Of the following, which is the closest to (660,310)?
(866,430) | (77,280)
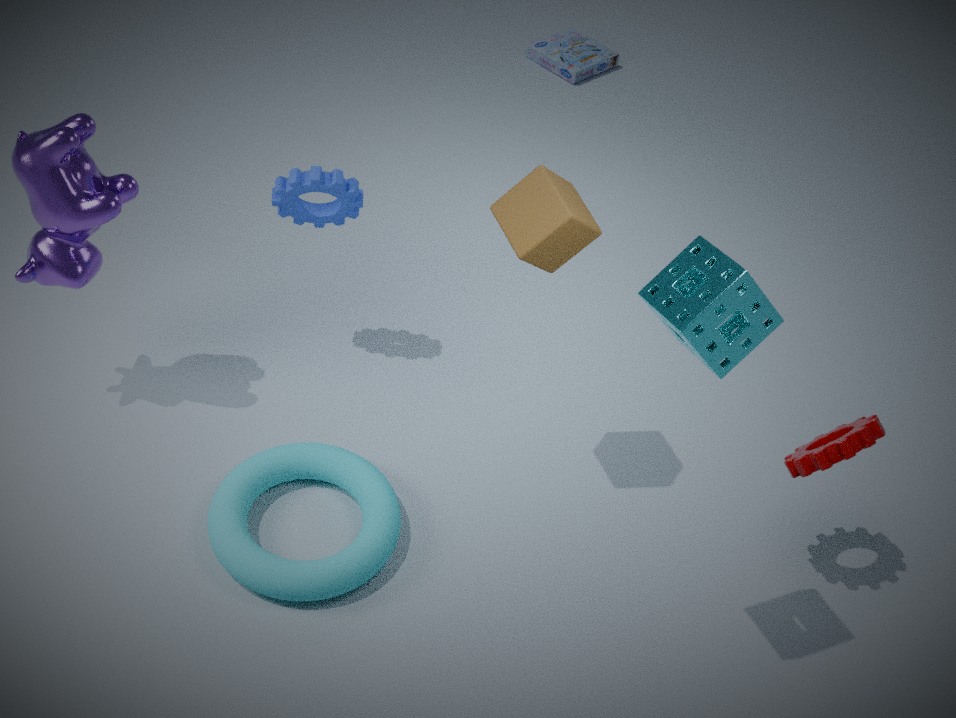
(866,430)
